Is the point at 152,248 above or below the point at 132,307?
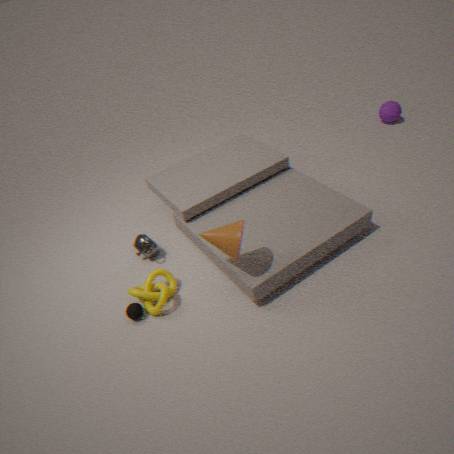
above
